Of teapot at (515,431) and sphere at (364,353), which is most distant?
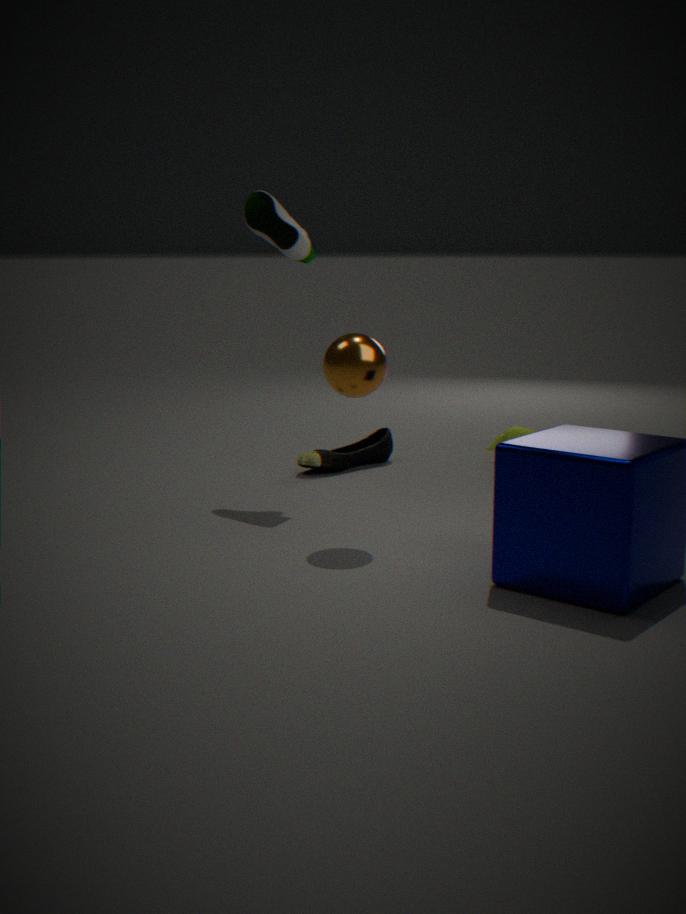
teapot at (515,431)
